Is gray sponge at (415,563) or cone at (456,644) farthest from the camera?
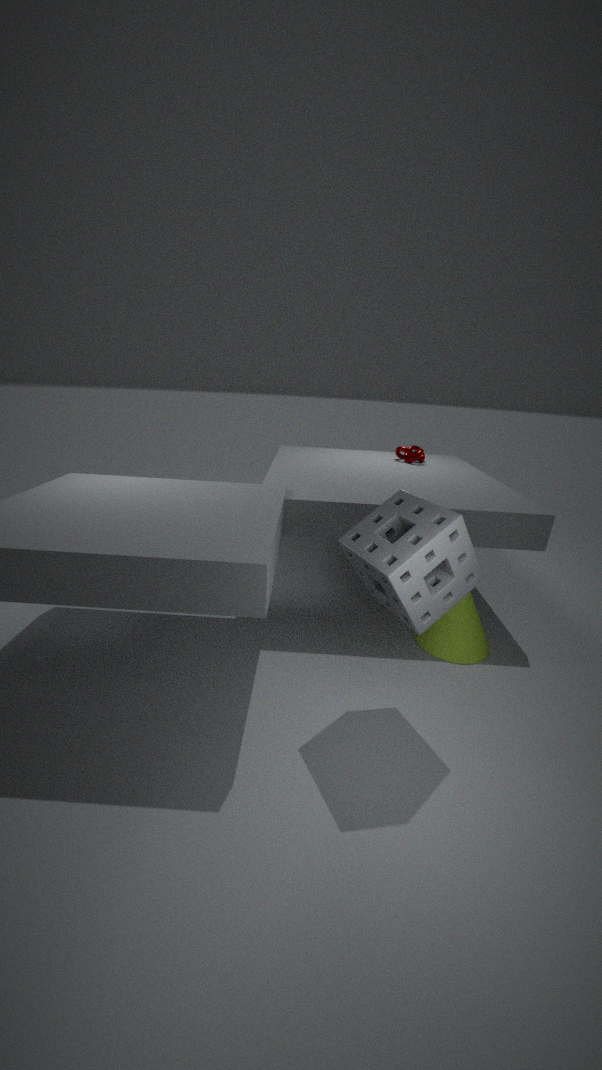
cone at (456,644)
